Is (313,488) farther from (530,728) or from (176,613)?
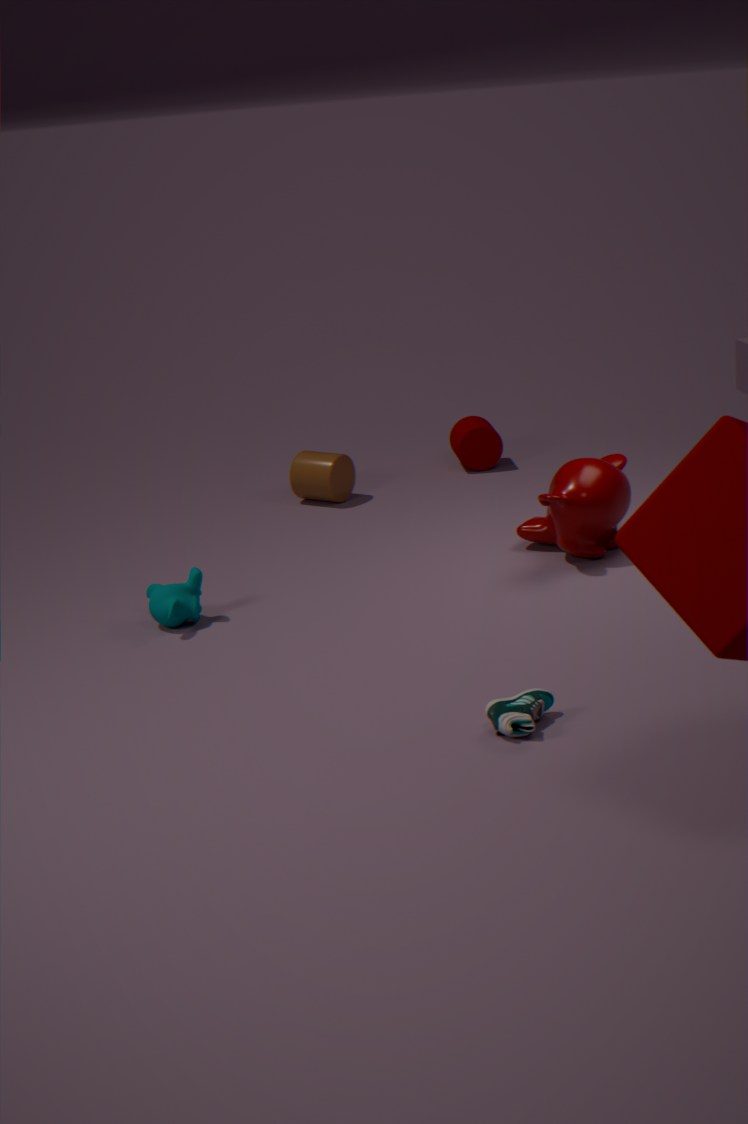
(530,728)
